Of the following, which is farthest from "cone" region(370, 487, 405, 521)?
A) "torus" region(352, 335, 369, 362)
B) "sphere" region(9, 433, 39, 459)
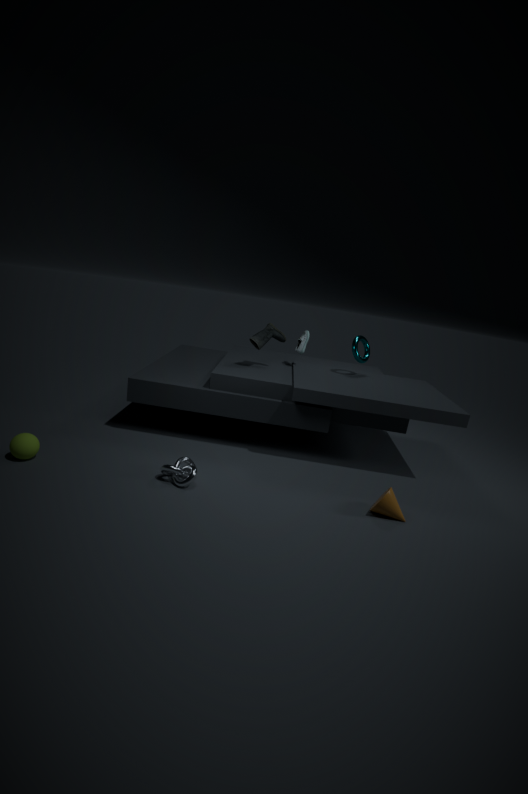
"sphere" region(9, 433, 39, 459)
